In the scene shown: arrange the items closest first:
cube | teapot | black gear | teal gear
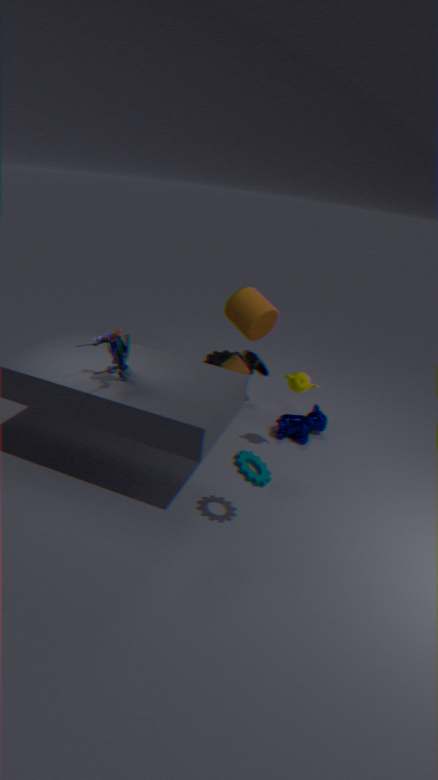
teal gear
teapot
cube
black gear
